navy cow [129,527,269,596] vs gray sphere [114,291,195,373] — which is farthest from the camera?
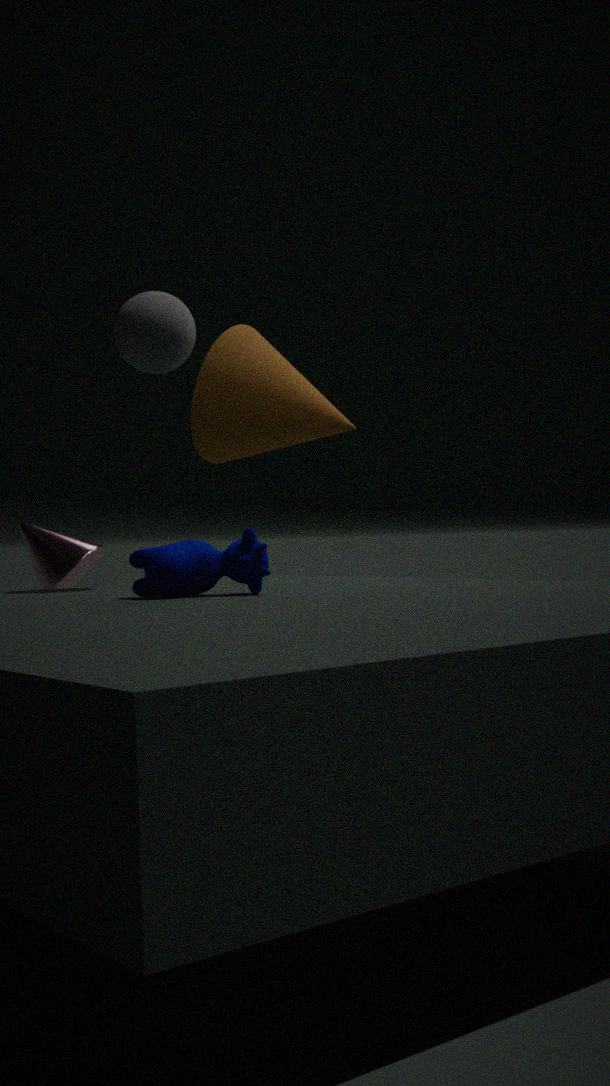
gray sphere [114,291,195,373]
